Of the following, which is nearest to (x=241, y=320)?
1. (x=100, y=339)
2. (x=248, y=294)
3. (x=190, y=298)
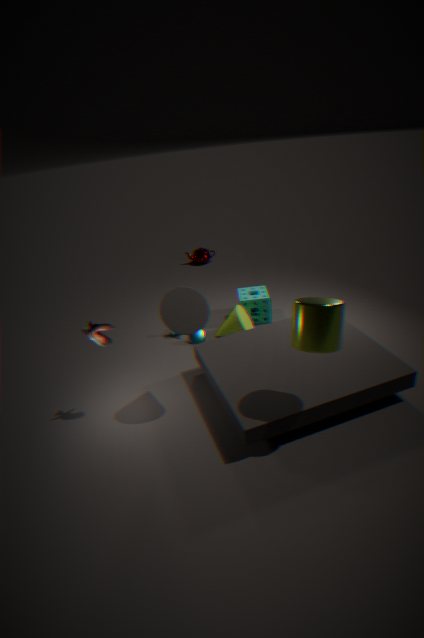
(x=248, y=294)
